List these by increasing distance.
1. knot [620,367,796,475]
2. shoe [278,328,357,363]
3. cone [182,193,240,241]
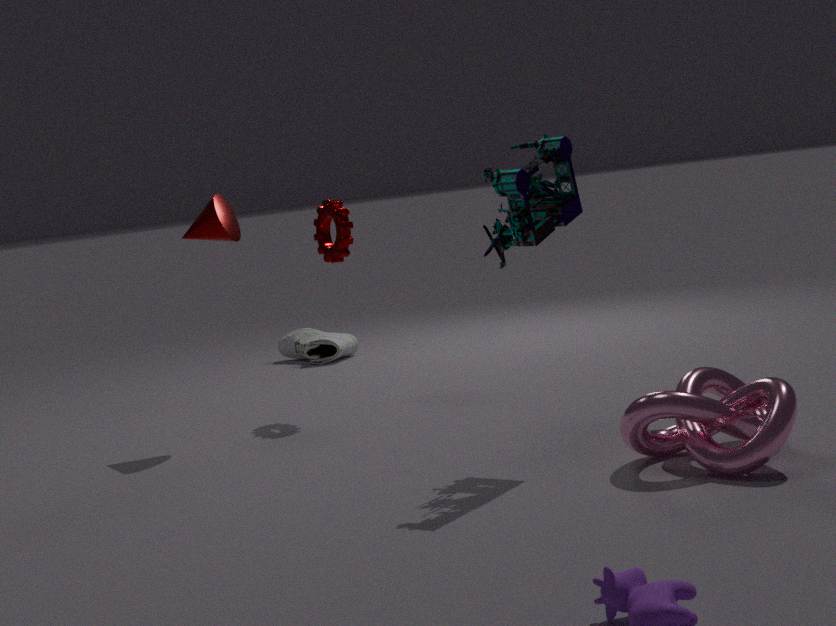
1. knot [620,367,796,475]
2. cone [182,193,240,241]
3. shoe [278,328,357,363]
